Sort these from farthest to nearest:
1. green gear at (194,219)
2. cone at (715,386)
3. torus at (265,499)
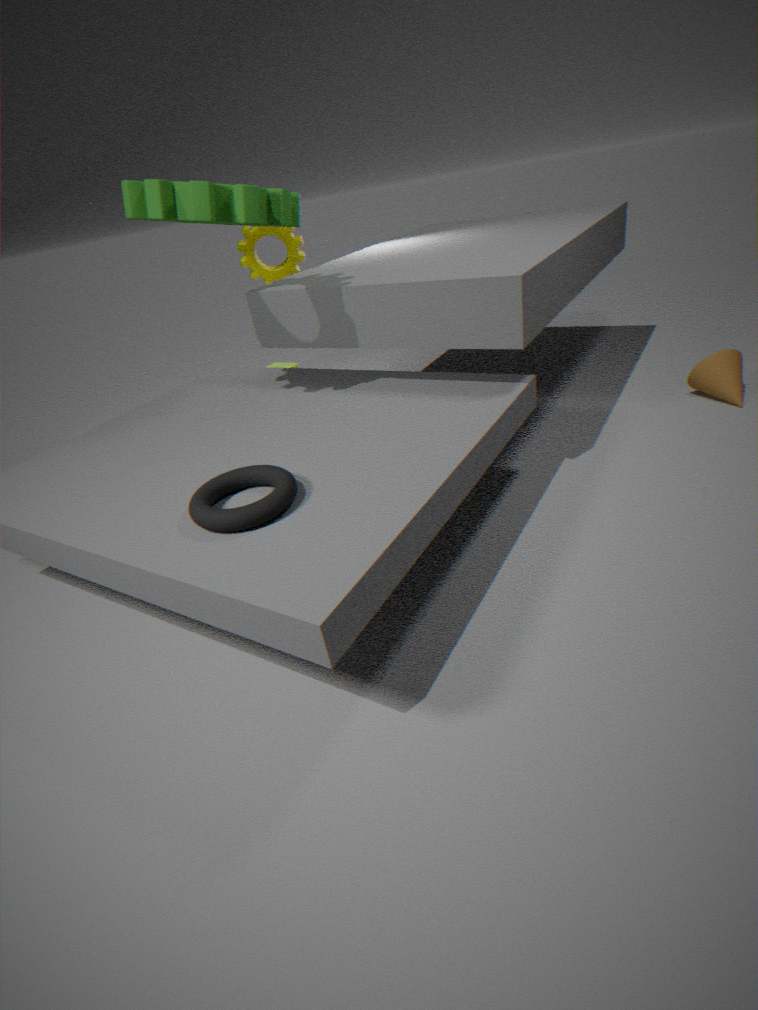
cone at (715,386)
green gear at (194,219)
torus at (265,499)
